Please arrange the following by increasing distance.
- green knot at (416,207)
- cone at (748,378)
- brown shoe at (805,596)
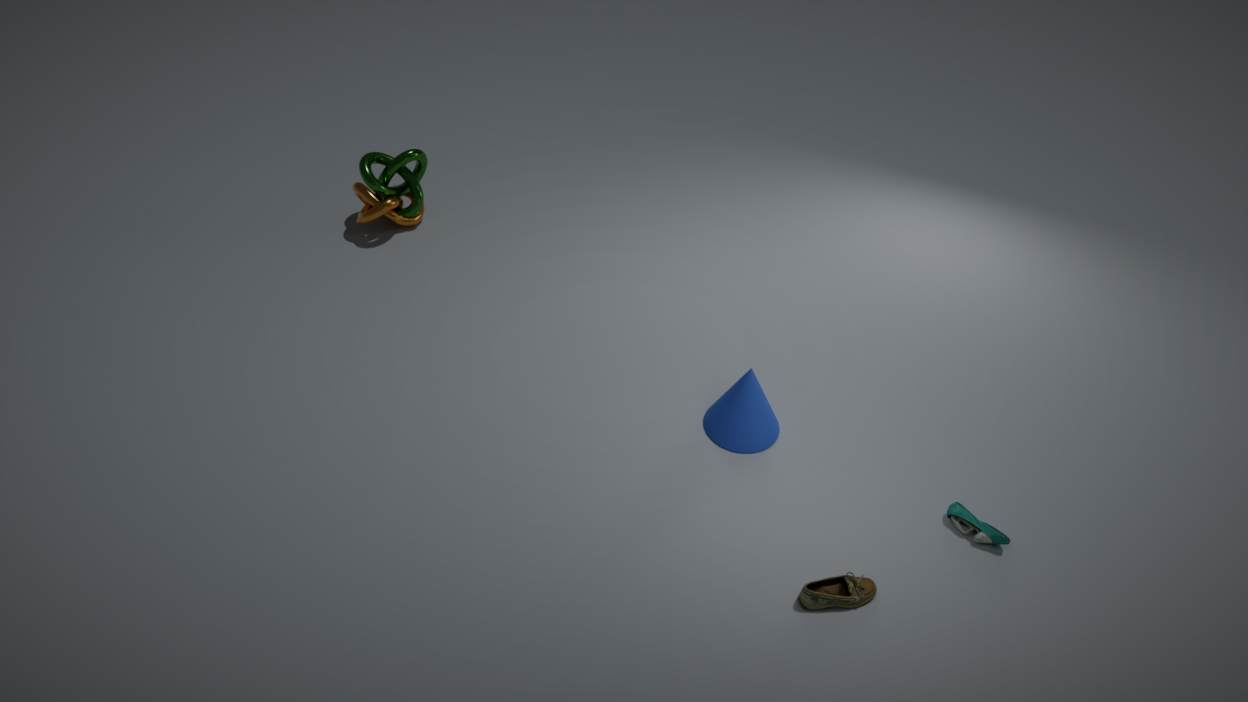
1. brown shoe at (805,596)
2. cone at (748,378)
3. green knot at (416,207)
